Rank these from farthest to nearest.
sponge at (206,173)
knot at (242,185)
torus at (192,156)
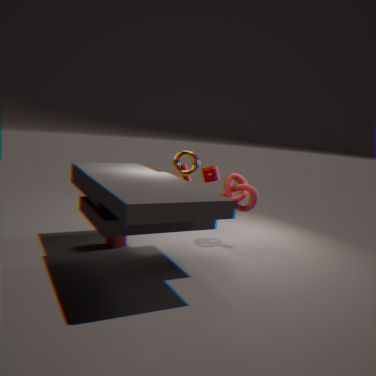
1. sponge at (206,173)
2. knot at (242,185)
3. torus at (192,156)
